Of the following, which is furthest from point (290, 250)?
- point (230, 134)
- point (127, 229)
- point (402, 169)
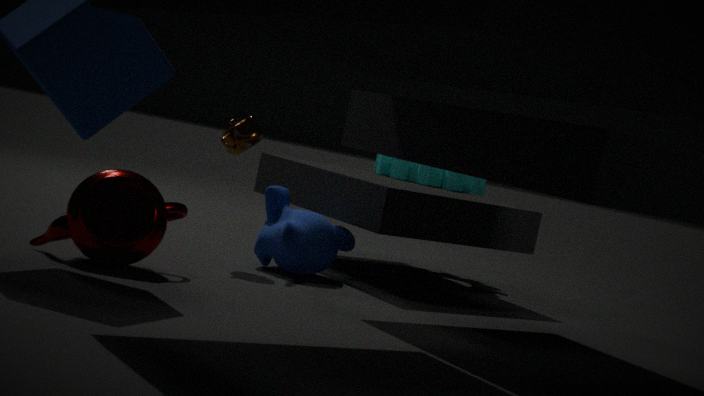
point (402, 169)
